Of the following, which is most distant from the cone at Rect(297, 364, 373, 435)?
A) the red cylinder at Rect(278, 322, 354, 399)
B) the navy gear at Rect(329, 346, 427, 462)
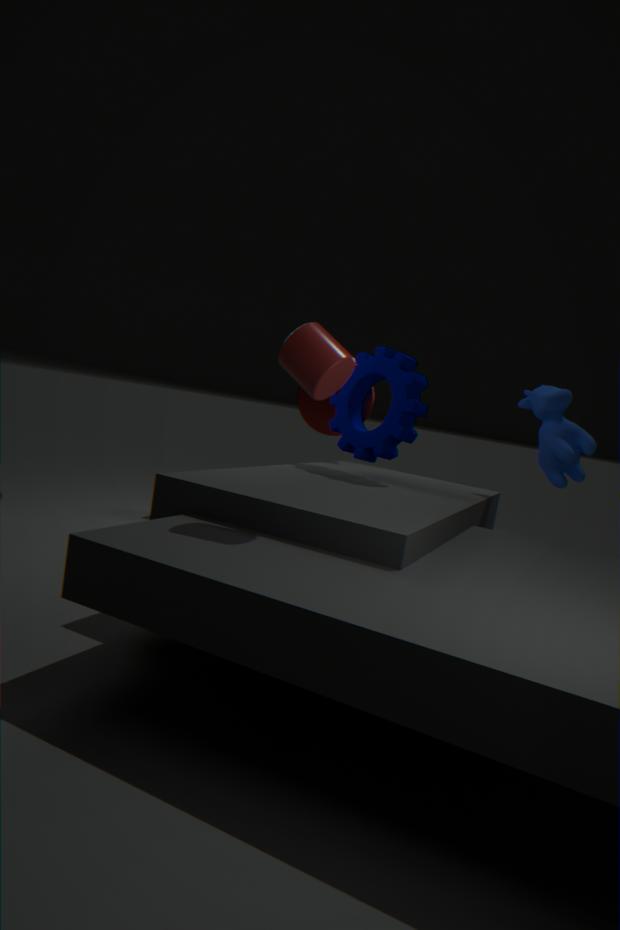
the red cylinder at Rect(278, 322, 354, 399)
